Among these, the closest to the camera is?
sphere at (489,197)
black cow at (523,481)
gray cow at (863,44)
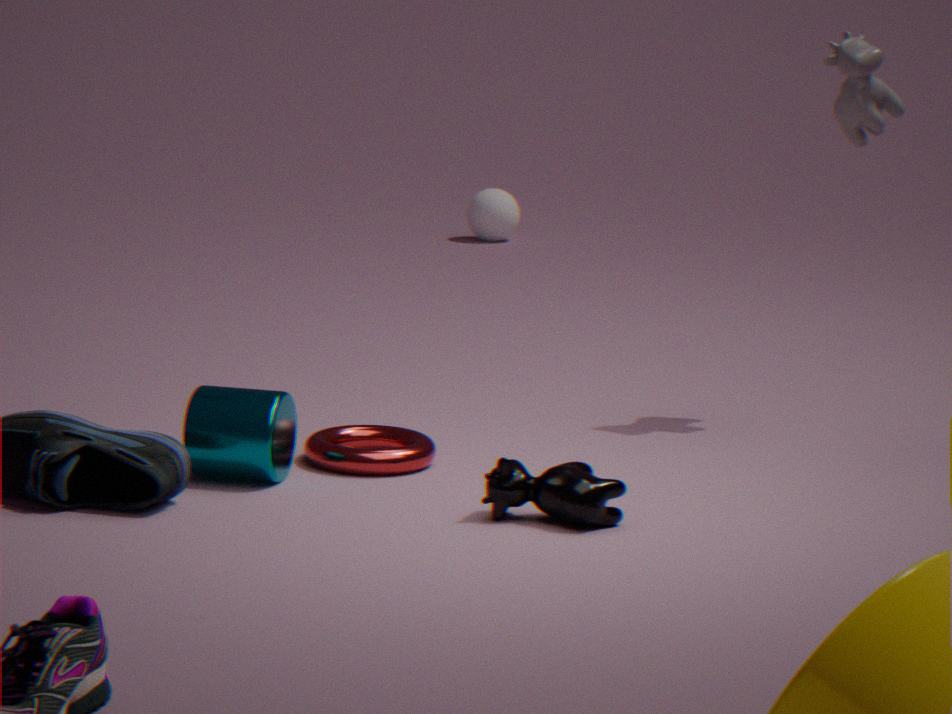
black cow at (523,481)
